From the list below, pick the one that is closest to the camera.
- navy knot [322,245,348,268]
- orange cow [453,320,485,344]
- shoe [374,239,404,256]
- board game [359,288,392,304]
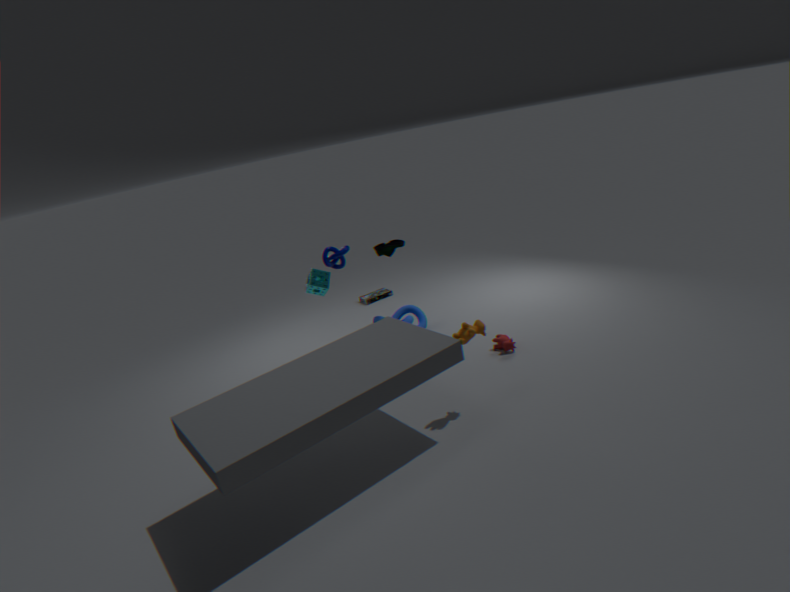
orange cow [453,320,485,344]
